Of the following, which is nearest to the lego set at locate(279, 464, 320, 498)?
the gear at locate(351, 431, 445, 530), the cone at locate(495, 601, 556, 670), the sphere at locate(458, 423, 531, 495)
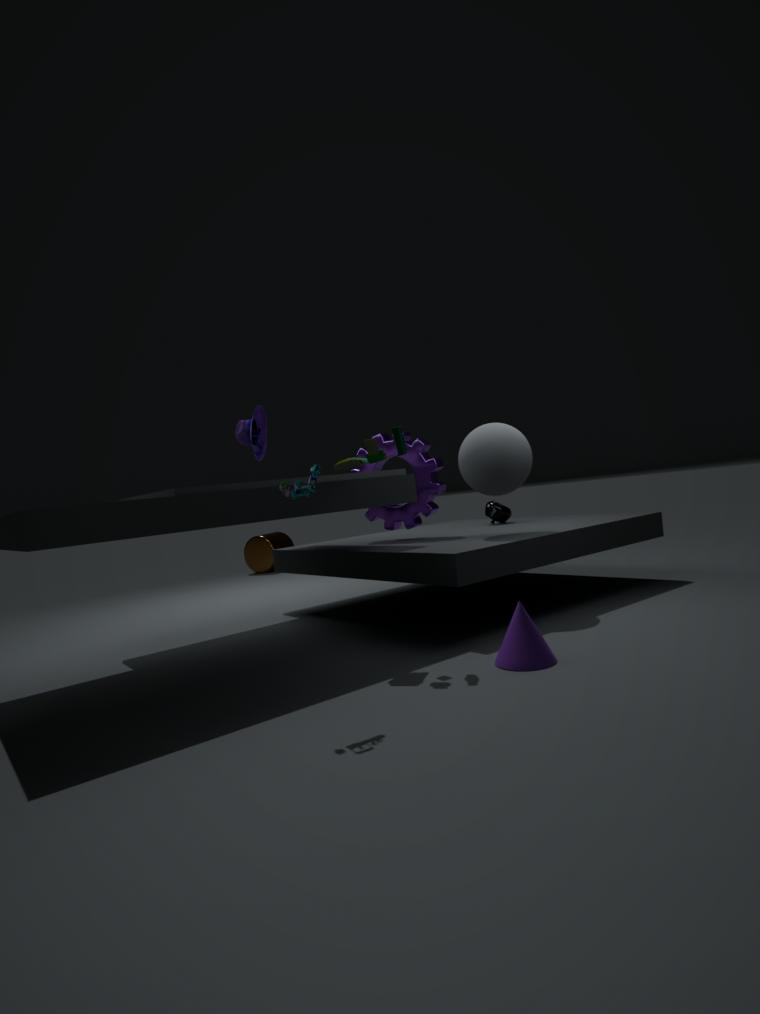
the cone at locate(495, 601, 556, 670)
